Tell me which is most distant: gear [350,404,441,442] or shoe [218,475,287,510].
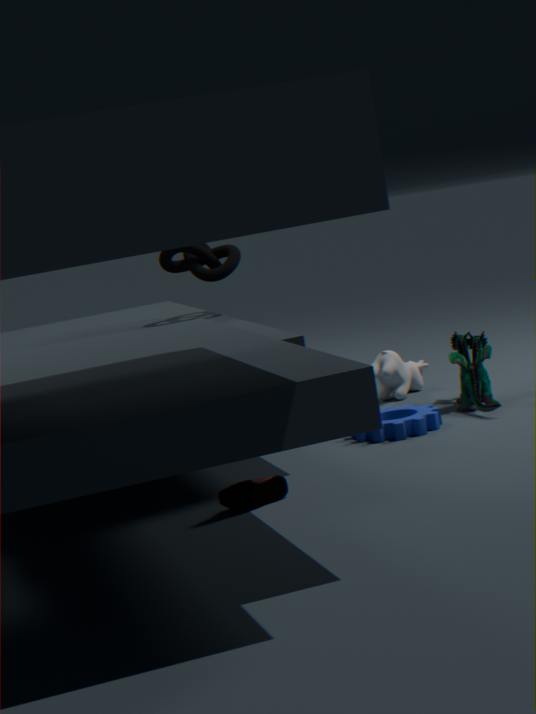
gear [350,404,441,442]
